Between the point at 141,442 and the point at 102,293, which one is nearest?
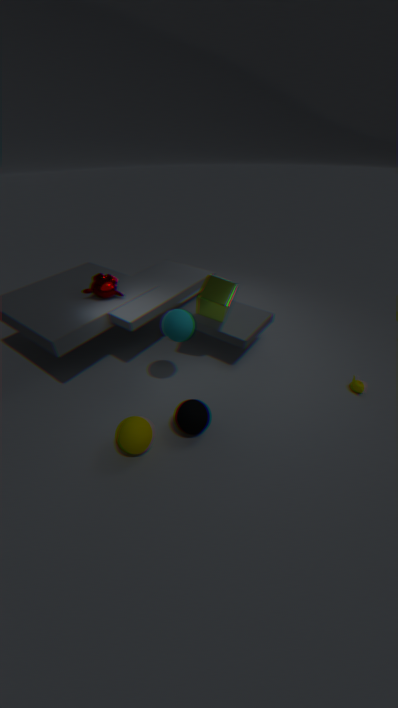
the point at 141,442
